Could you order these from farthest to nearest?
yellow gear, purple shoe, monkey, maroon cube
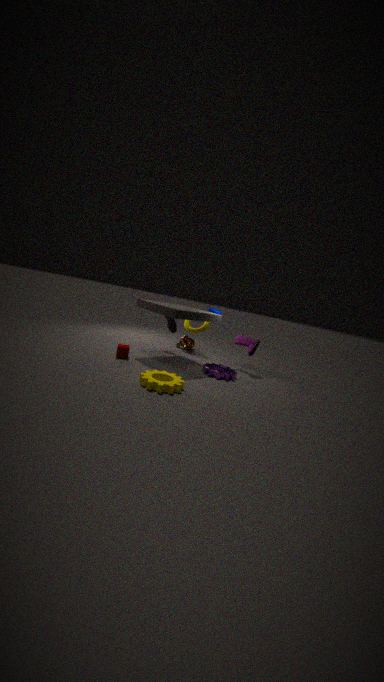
monkey → purple shoe → maroon cube → yellow gear
